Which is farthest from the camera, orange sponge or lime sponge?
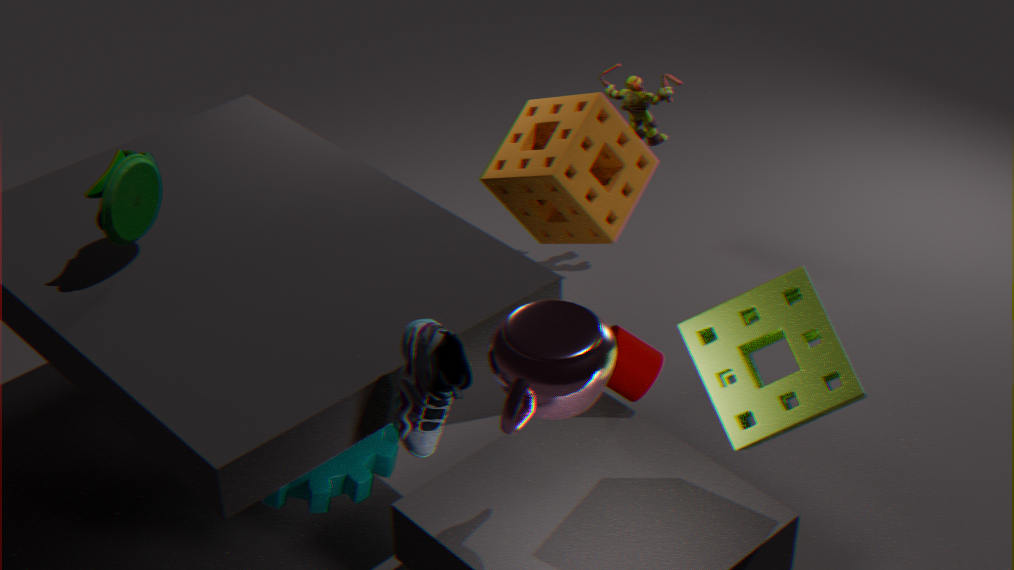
orange sponge
